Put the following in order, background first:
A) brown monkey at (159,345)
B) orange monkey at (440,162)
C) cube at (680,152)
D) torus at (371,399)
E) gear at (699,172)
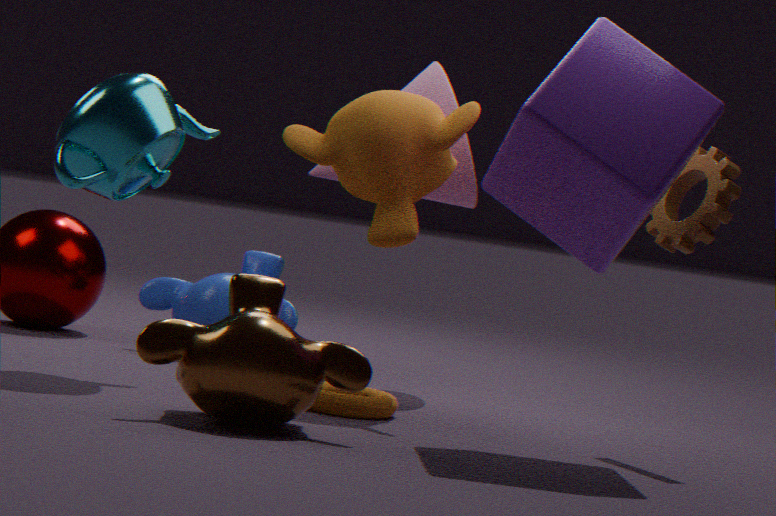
orange monkey at (440,162), torus at (371,399), gear at (699,172), cube at (680,152), brown monkey at (159,345)
